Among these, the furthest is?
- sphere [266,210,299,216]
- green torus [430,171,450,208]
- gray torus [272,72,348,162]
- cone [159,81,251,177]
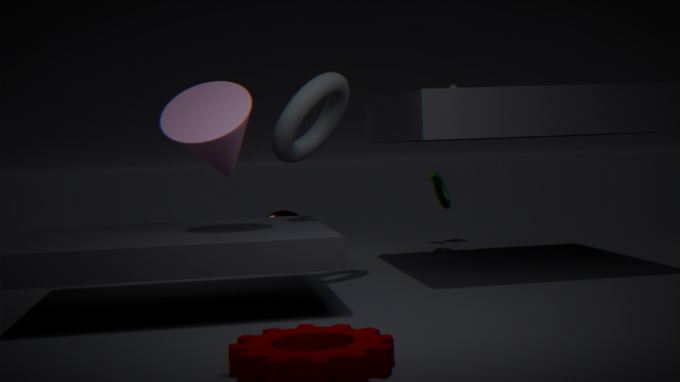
green torus [430,171,450,208]
